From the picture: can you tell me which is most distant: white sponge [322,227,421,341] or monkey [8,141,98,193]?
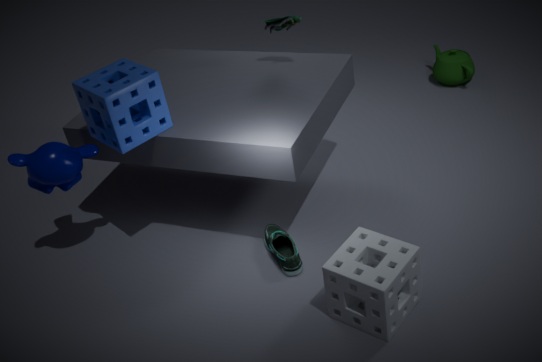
monkey [8,141,98,193]
